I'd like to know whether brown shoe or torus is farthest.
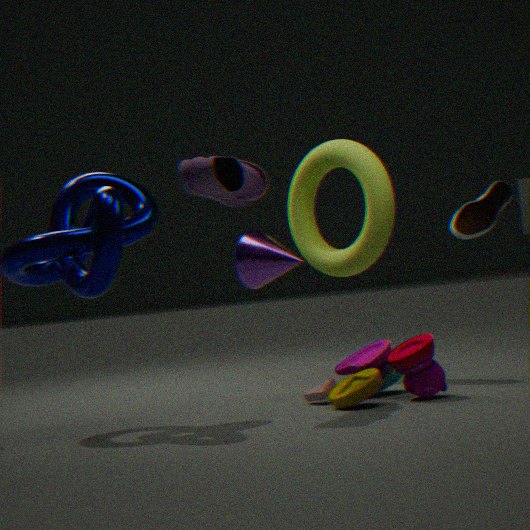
brown shoe
